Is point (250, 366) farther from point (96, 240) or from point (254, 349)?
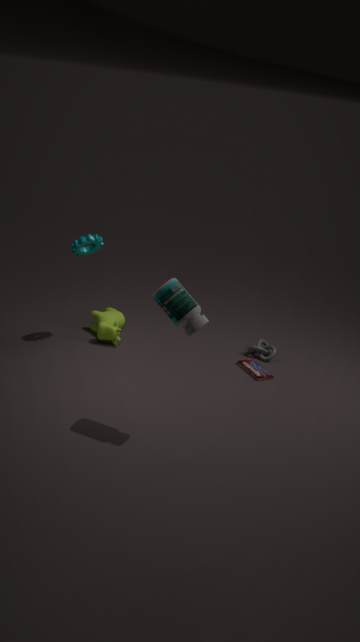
point (96, 240)
